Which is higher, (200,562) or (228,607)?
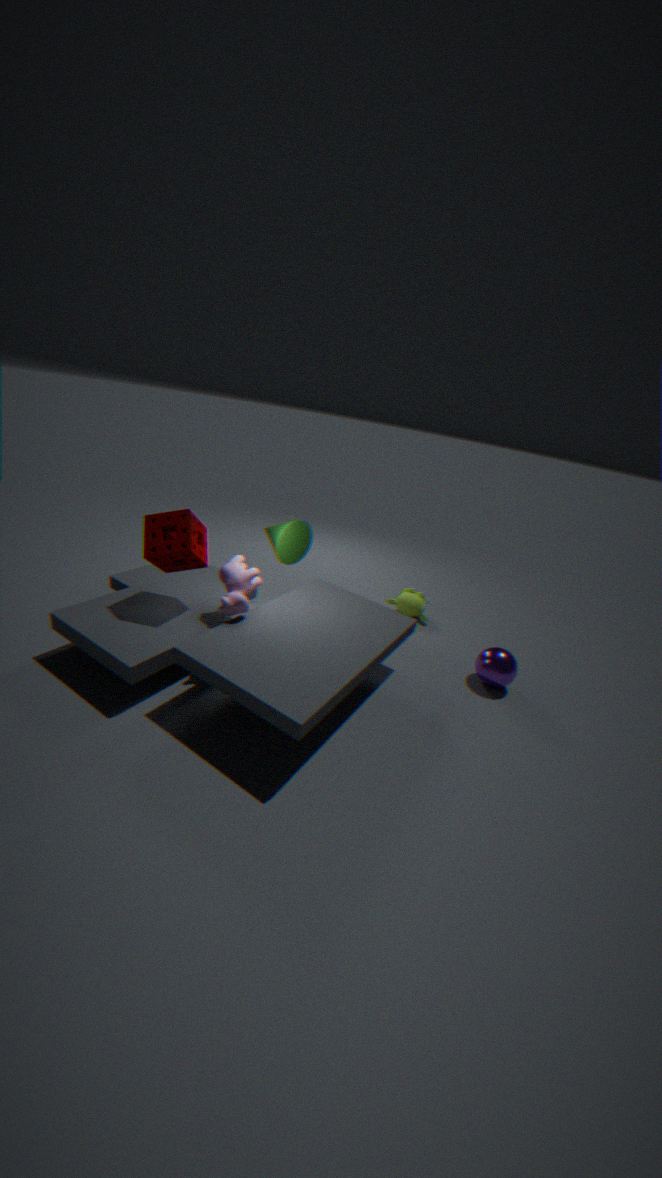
(200,562)
